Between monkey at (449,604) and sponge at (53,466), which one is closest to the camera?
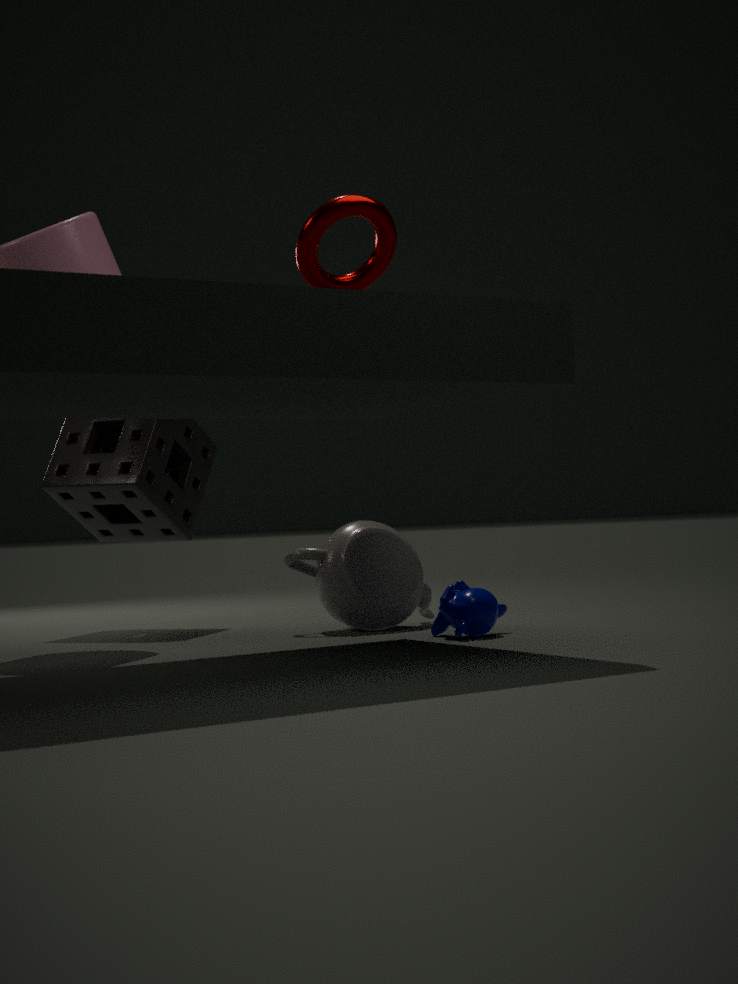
monkey at (449,604)
